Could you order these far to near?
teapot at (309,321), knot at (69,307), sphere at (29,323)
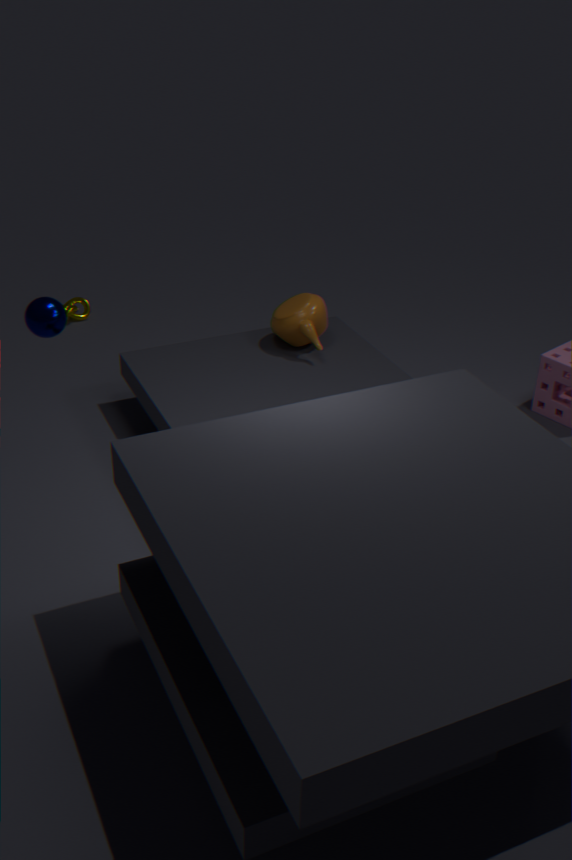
1. knot at (69,307)
2. teapot at (309,321)
3. sphere at (29,323)
